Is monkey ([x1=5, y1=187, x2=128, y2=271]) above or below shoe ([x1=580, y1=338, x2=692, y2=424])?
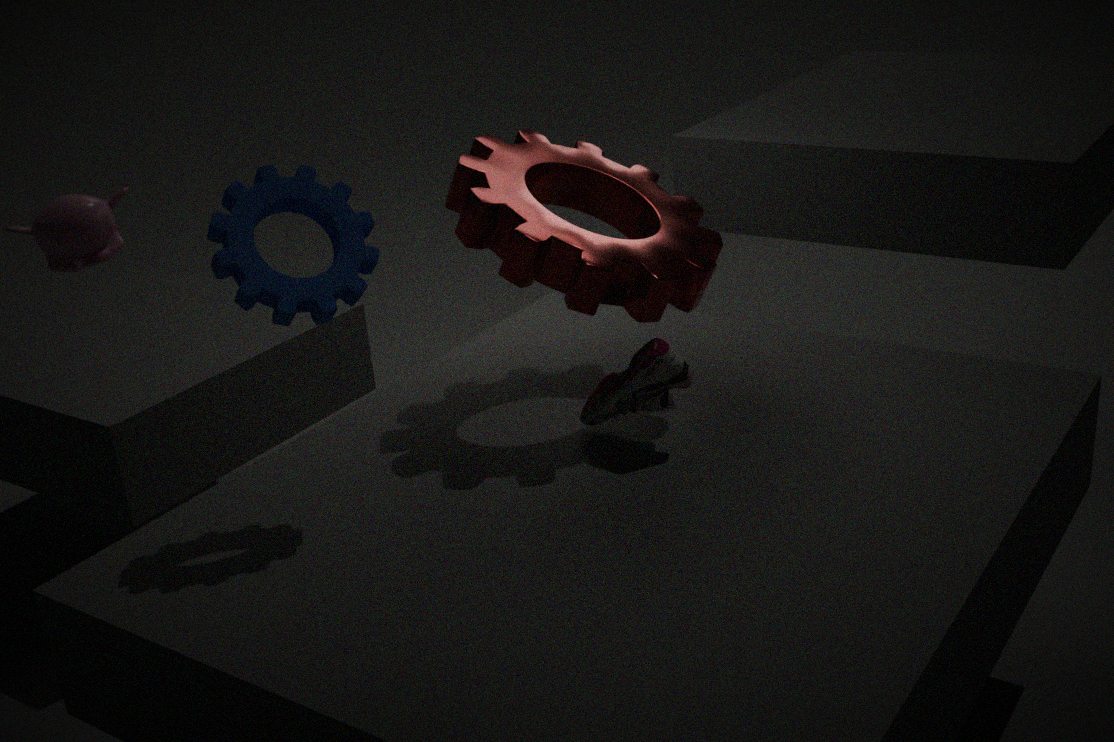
above
